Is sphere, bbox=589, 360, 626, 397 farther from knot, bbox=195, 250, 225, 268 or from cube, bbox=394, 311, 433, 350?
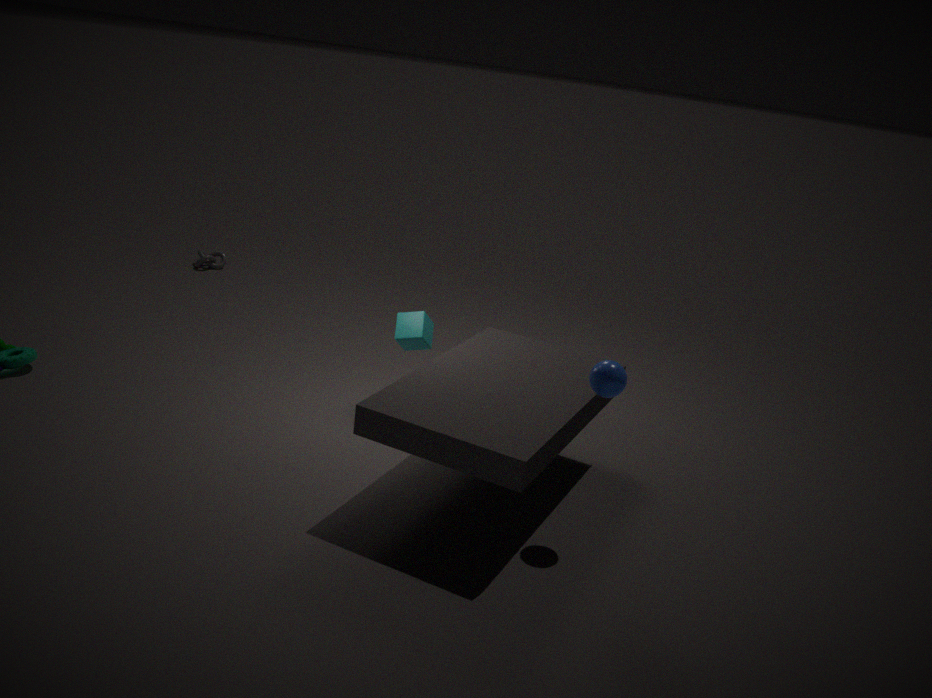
knot, bbox=195, 250, 225, 268
